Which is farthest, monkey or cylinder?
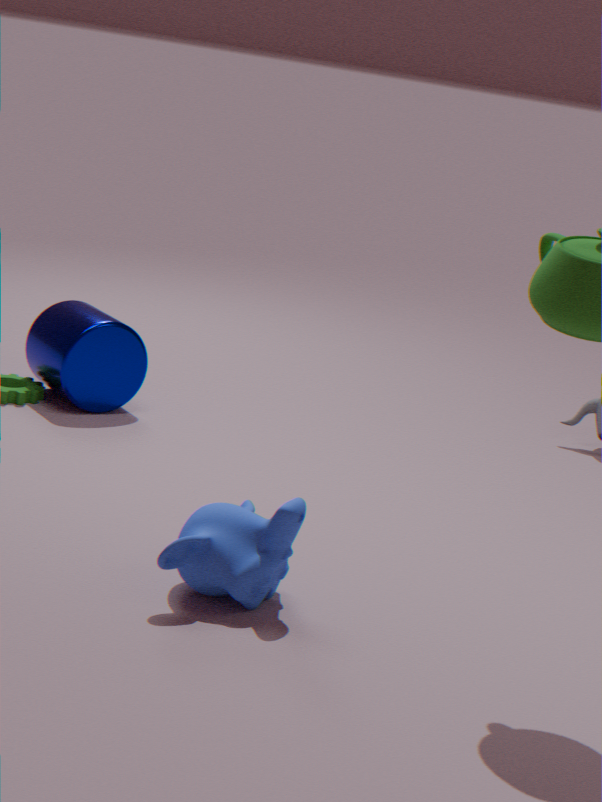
cylinder
